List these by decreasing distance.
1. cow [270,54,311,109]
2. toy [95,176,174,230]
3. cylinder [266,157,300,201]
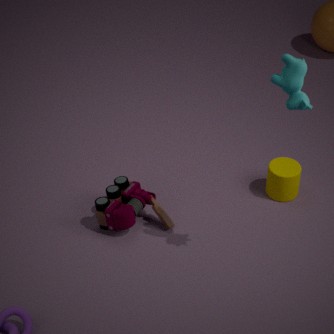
1. cylinder [266,157,300,201]
2. toy [95,176,174,230]
3. cow [270,54,311,109]
